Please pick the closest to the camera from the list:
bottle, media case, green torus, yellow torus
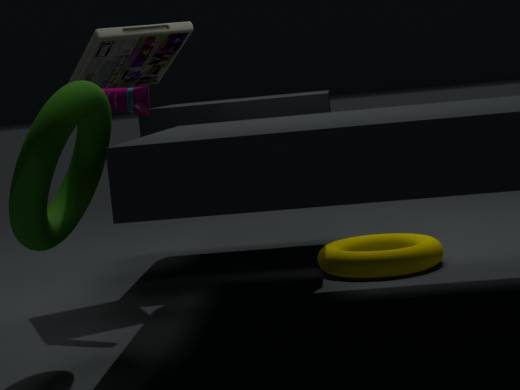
green torus
